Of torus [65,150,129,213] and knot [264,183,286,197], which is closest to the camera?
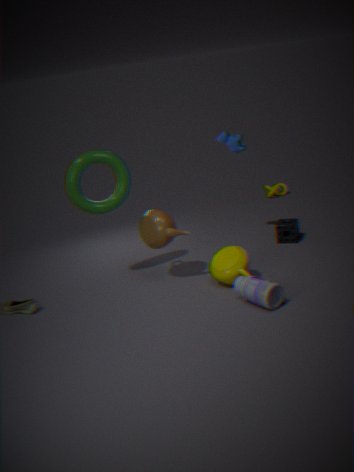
torus [65,150,129,213]
